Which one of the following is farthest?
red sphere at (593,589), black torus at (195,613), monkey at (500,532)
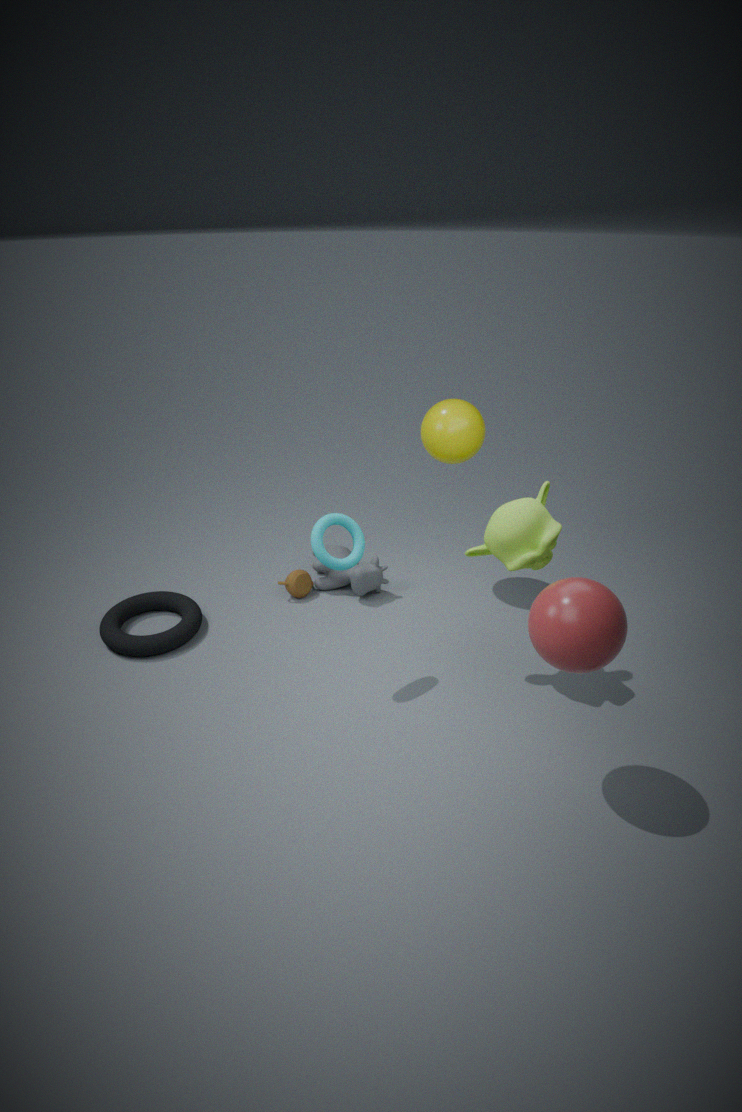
black torus at (195,613)
